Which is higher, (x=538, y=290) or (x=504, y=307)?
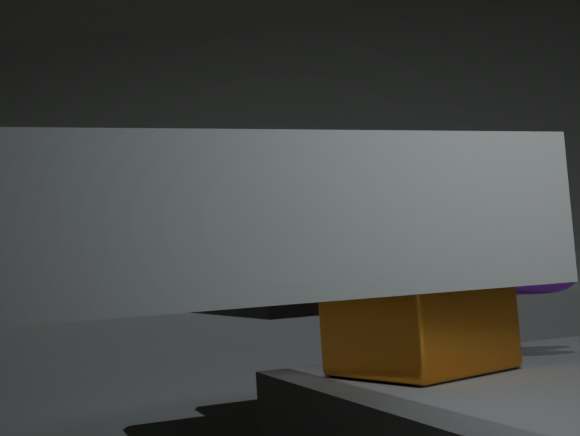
(x=538, y=290)
